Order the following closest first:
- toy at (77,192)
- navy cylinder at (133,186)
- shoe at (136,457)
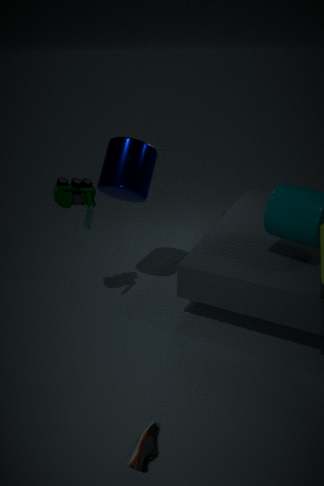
1. shoe at (136,457)
2. toy at (77,192)
3. navy cylinder at (133,186)
